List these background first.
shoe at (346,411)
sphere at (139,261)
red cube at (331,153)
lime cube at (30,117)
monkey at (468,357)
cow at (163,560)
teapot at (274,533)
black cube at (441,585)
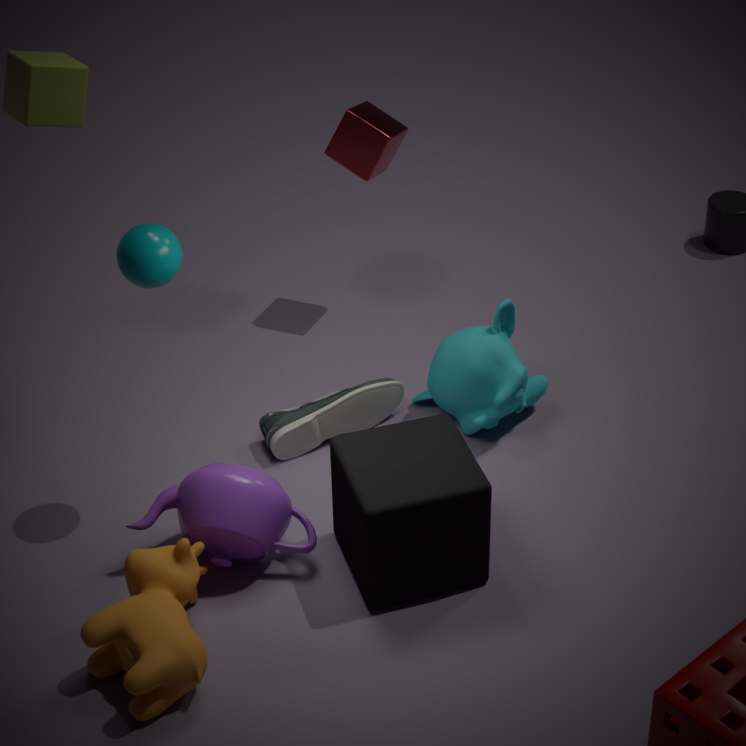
1. red cube at (331,153)
2. shoe at (346,411)
3. monkey at (468,357)
4. lime cube at (30,117)
5. teapot at (274,533)
6. sphere at (139,261)
7. black cube at (441,585)
8. cow at (163,560)
